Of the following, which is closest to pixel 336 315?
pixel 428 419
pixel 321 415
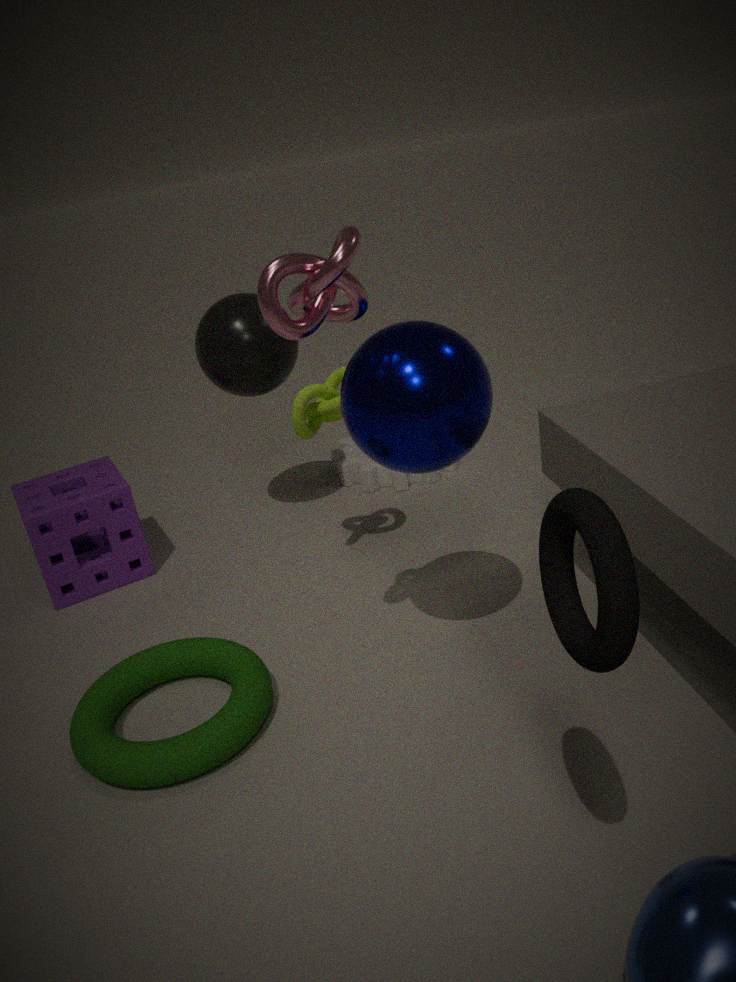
pixel 428 419
